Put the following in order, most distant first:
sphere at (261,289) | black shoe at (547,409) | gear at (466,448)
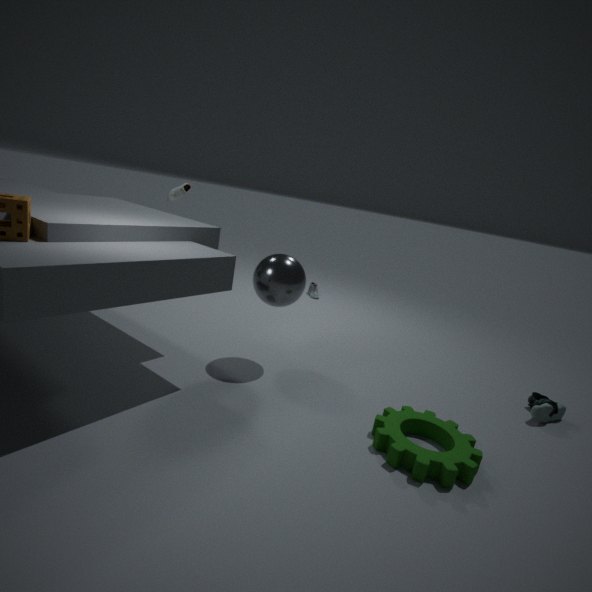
black shoe at (547,409)
sphere at (261,289)
gear at (466,448)
